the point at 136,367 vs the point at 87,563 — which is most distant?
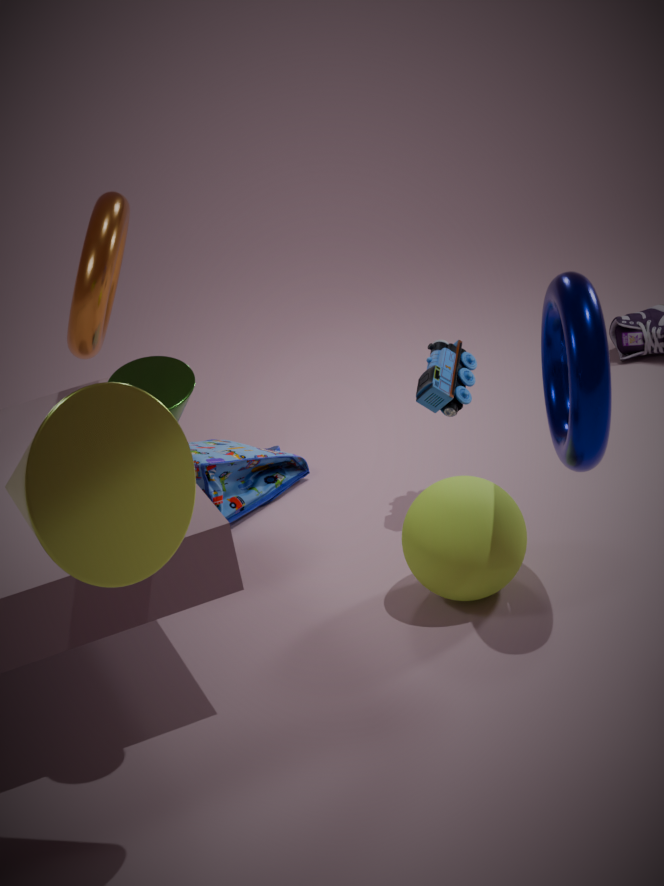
the point at 136,367
